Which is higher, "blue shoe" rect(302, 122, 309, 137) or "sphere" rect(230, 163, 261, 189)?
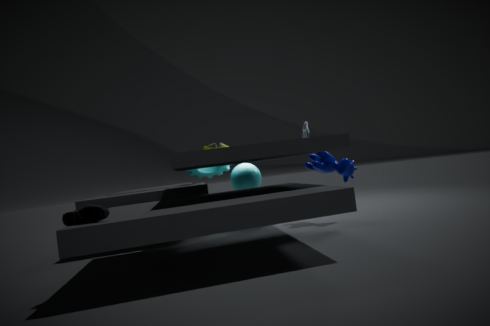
"blue shoe" rect(302, 122, 309, 137)
